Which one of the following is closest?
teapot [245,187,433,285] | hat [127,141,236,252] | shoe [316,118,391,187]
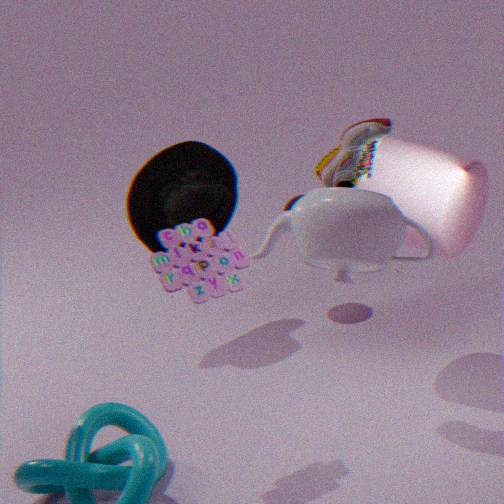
teapot [245,187,433,285]
